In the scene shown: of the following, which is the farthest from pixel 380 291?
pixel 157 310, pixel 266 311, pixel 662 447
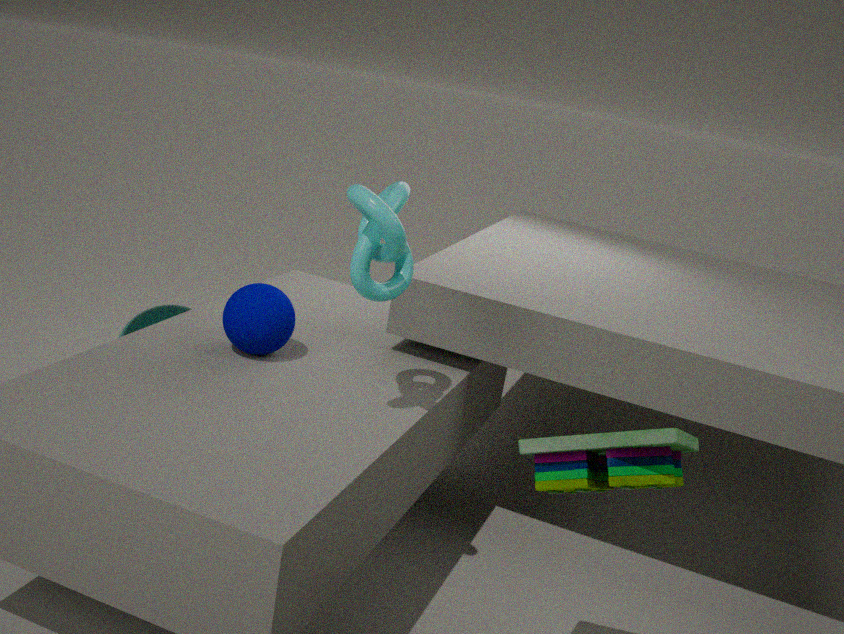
pixel 157 310
